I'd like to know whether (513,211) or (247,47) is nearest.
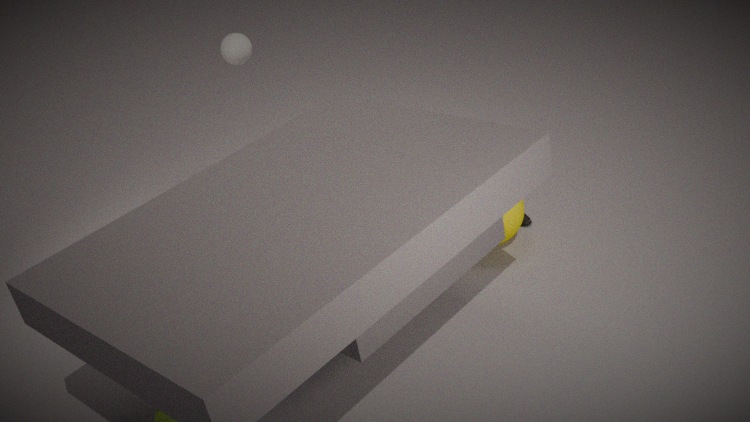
(513,211)
